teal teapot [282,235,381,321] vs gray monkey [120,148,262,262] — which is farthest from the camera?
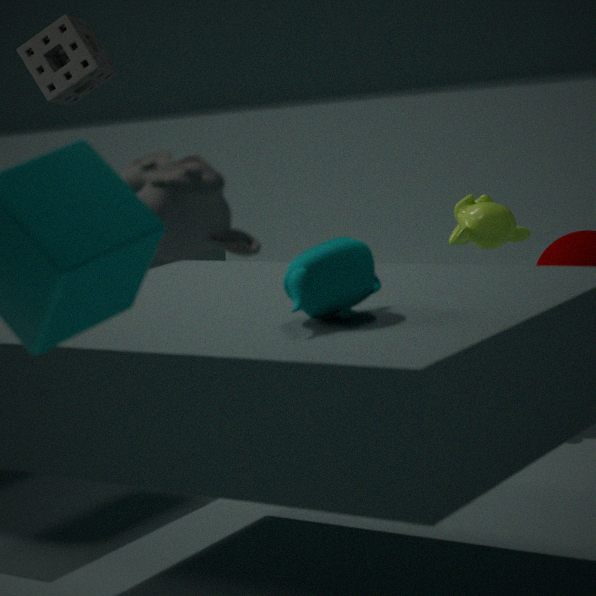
Result: teal teapot [282,235,381,321]
